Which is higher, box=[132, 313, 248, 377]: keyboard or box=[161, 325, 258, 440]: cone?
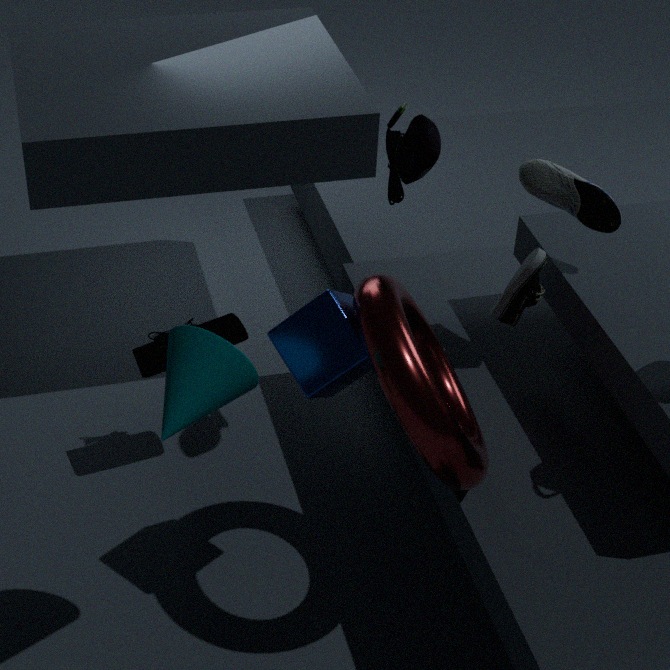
box=[161, 325, 258, 440]: cone
